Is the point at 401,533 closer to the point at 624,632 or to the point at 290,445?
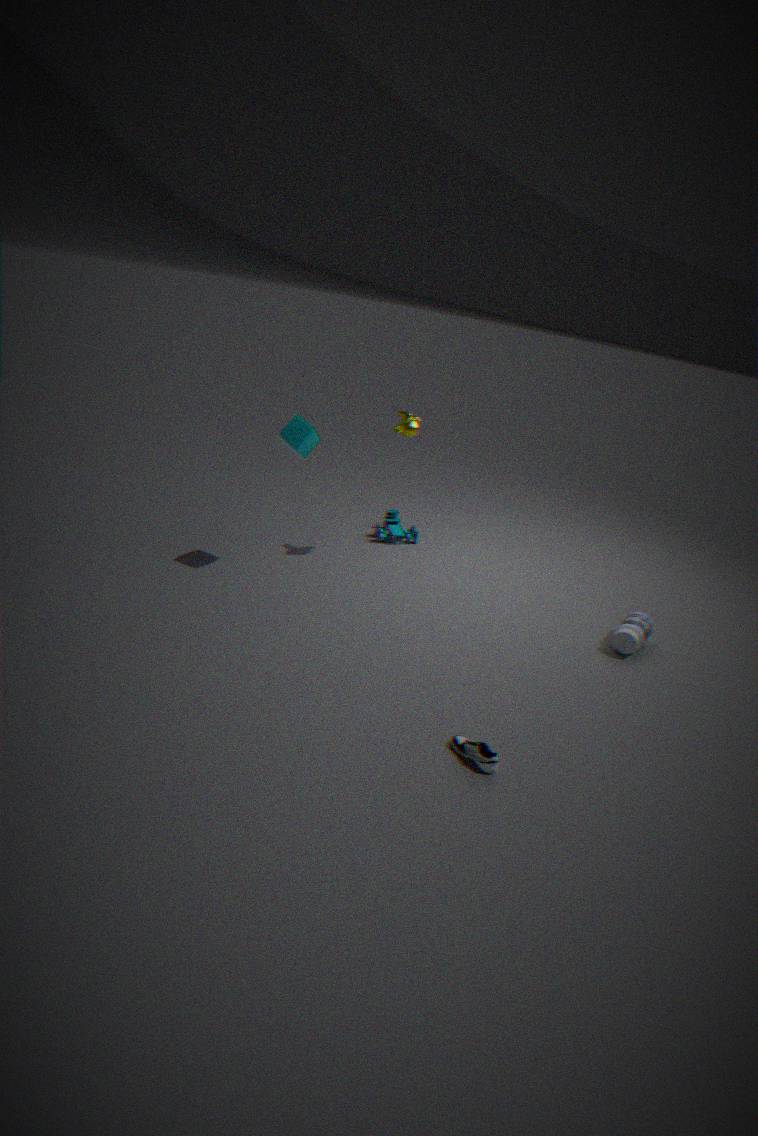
the point at 290,445
